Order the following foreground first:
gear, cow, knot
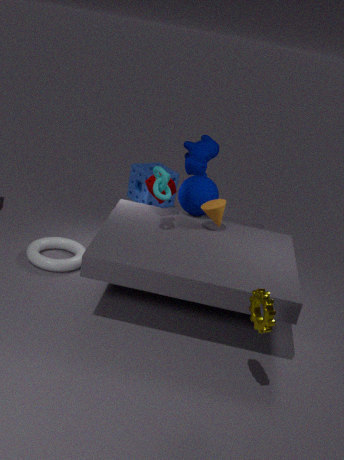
1. gear
2. knot
3. cow
